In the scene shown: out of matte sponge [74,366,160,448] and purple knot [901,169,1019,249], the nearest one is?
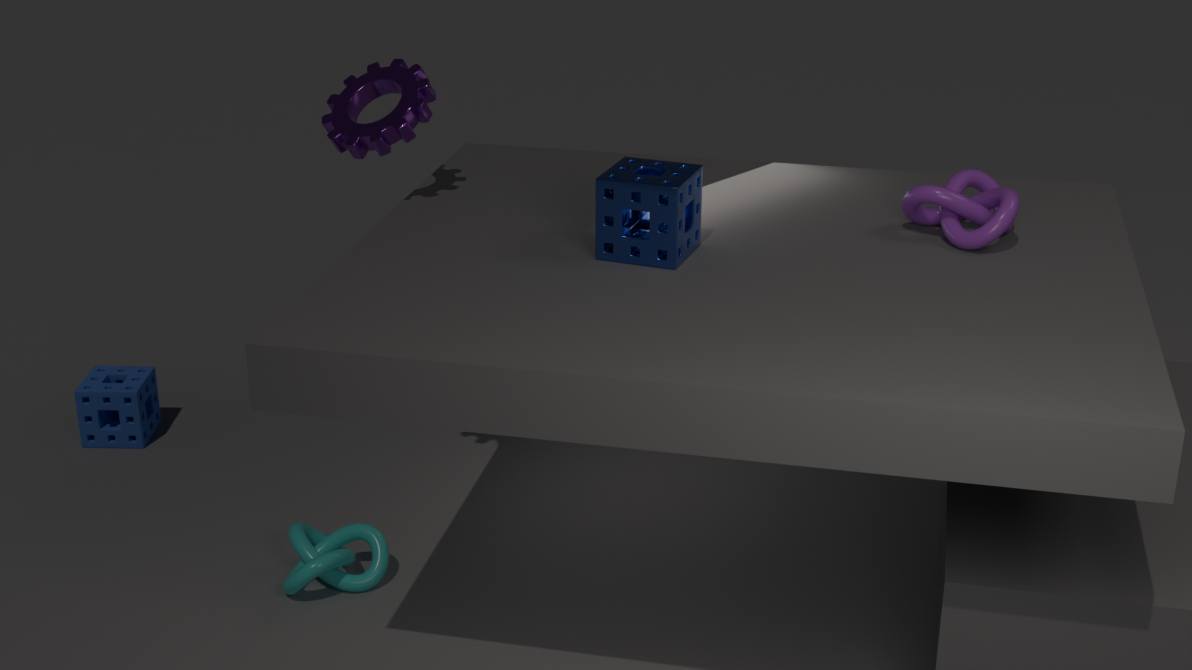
purple knot [901,169,1019,249]
